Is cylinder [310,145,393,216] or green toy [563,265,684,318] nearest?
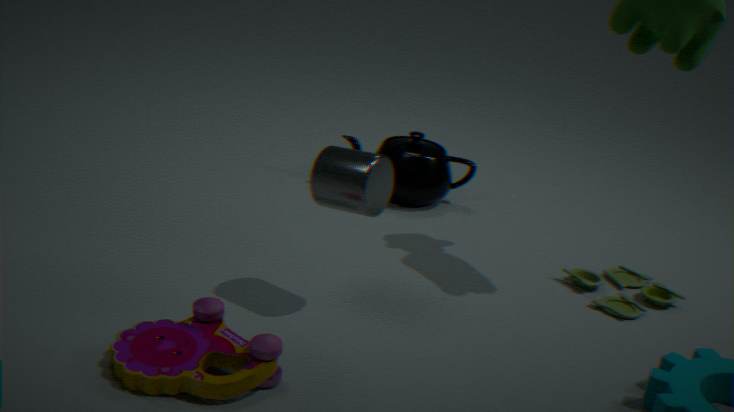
cylinder [310,145,393,216]
